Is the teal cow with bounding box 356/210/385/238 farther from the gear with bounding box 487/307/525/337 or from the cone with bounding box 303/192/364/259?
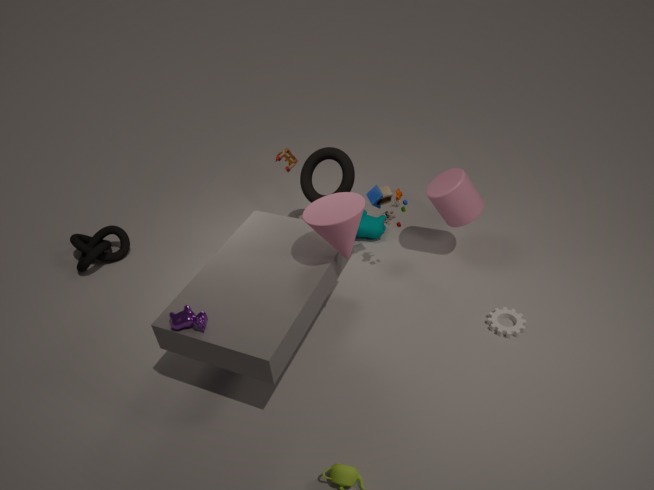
the gear with bounding box 487/307/525/337
